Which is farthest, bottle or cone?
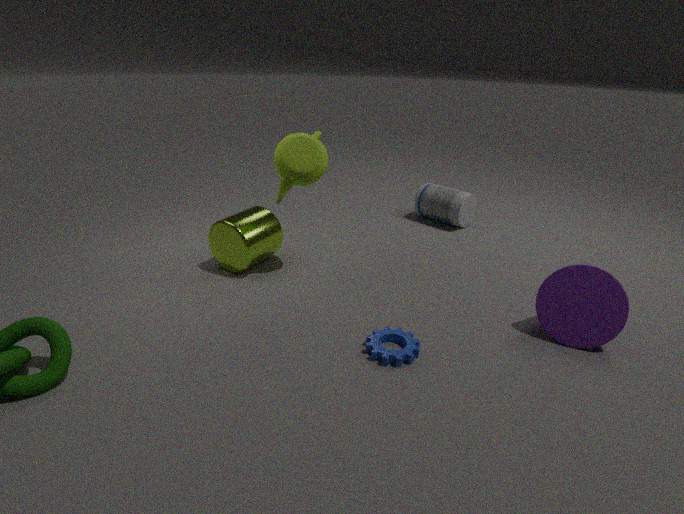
bottle
